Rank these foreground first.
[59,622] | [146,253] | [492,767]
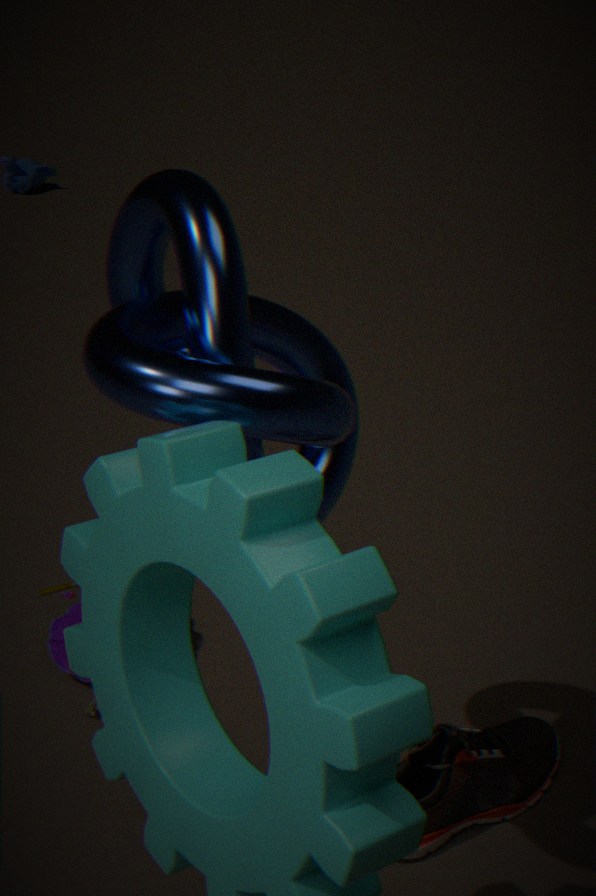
[146,253]
[492,767]
[59,622]
